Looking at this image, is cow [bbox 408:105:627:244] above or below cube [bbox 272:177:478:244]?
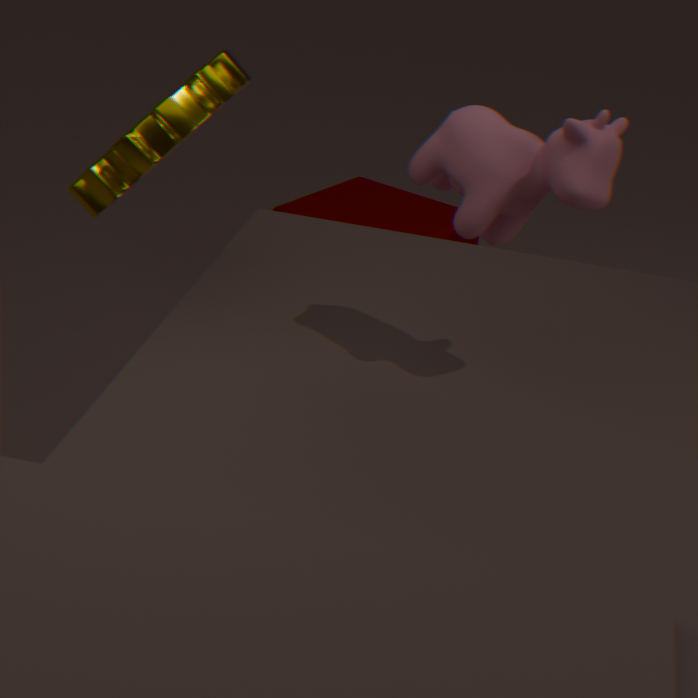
above
